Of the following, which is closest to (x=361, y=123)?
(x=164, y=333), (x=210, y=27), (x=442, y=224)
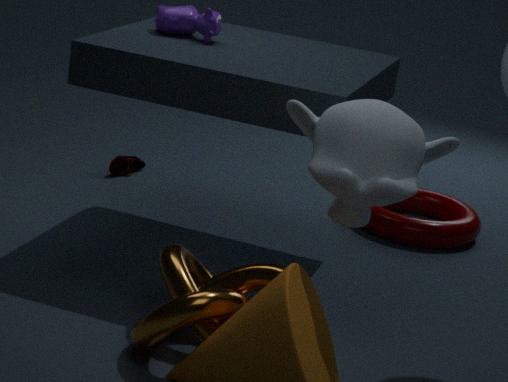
(x=164, y=333)
